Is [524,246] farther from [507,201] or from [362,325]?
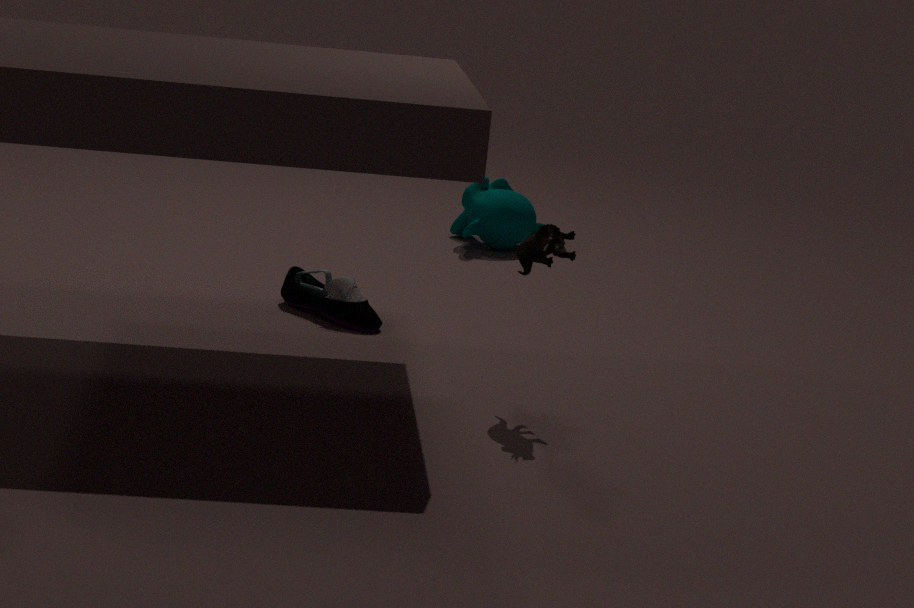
[507,201]
